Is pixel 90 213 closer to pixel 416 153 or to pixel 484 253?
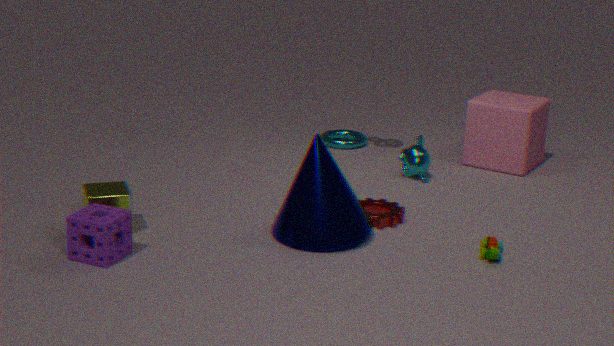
pixel 484 253
